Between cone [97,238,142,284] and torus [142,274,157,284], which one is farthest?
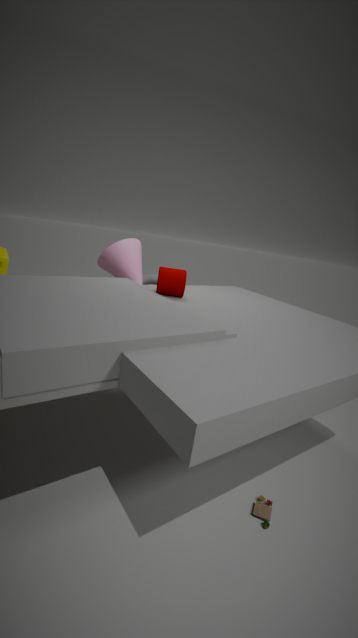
torus [142,274,157,284]
